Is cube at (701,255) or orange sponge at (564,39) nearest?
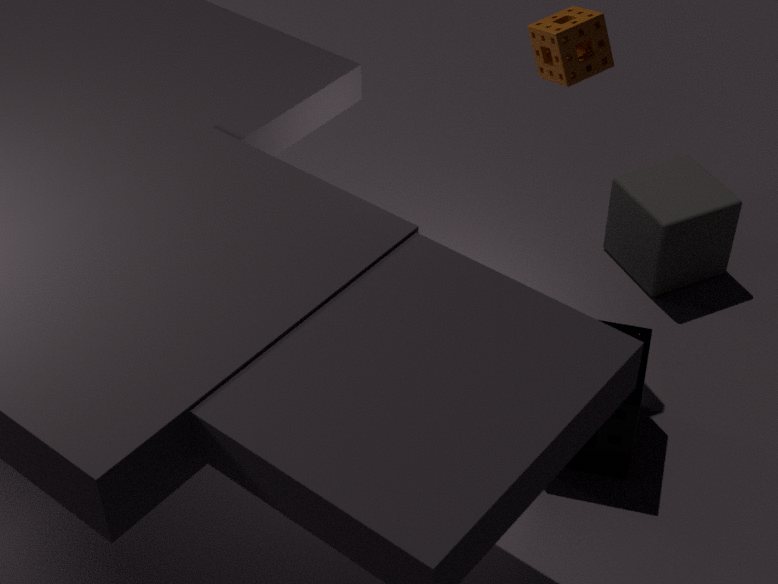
orange sponge at (564,39)
